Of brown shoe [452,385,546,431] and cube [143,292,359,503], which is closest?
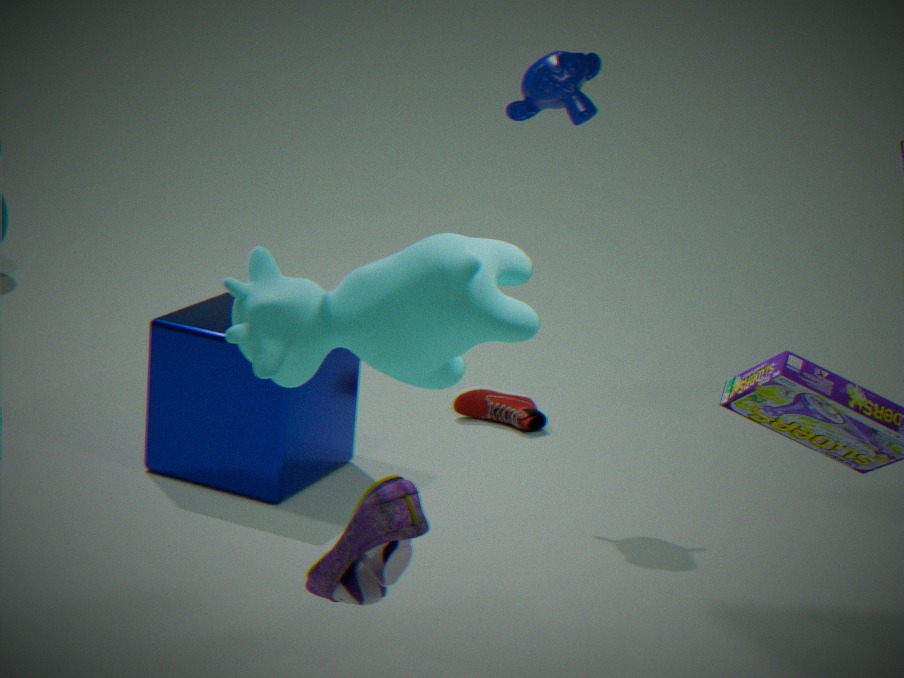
cube [143,292,359,503]
